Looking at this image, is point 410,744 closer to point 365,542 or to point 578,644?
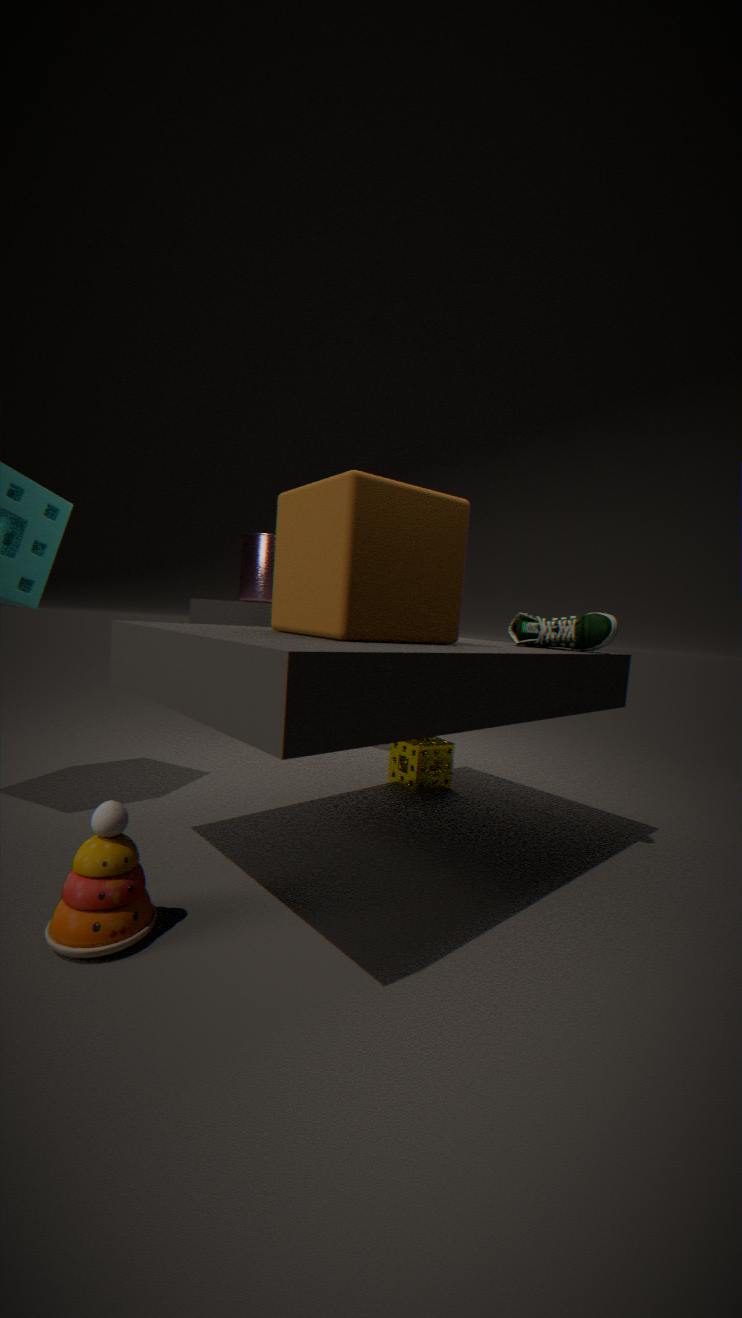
point 578,644
